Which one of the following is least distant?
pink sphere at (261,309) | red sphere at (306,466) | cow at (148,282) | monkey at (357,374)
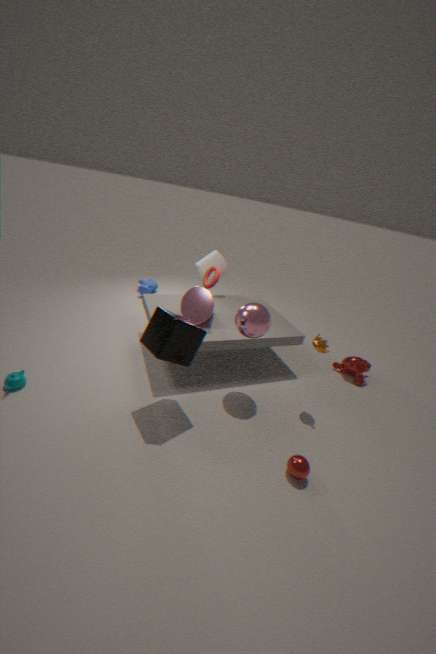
red sphere at (306,466)
